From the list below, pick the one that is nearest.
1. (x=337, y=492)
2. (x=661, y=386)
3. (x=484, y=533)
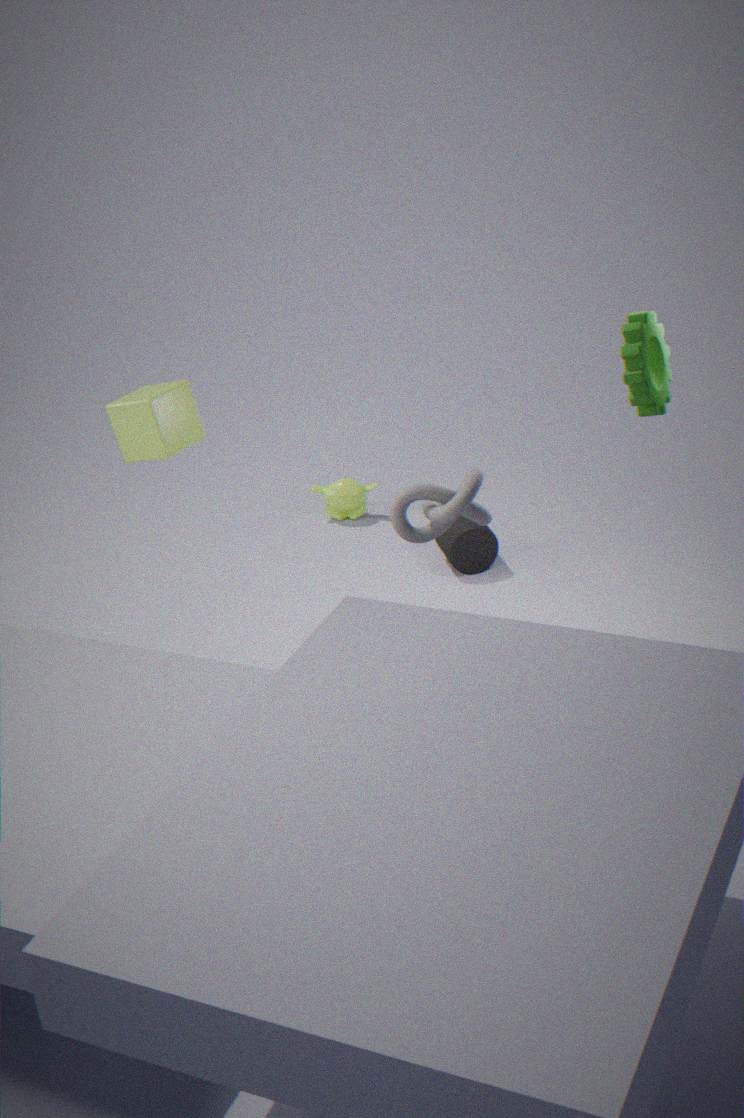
(x=661, y=386)
